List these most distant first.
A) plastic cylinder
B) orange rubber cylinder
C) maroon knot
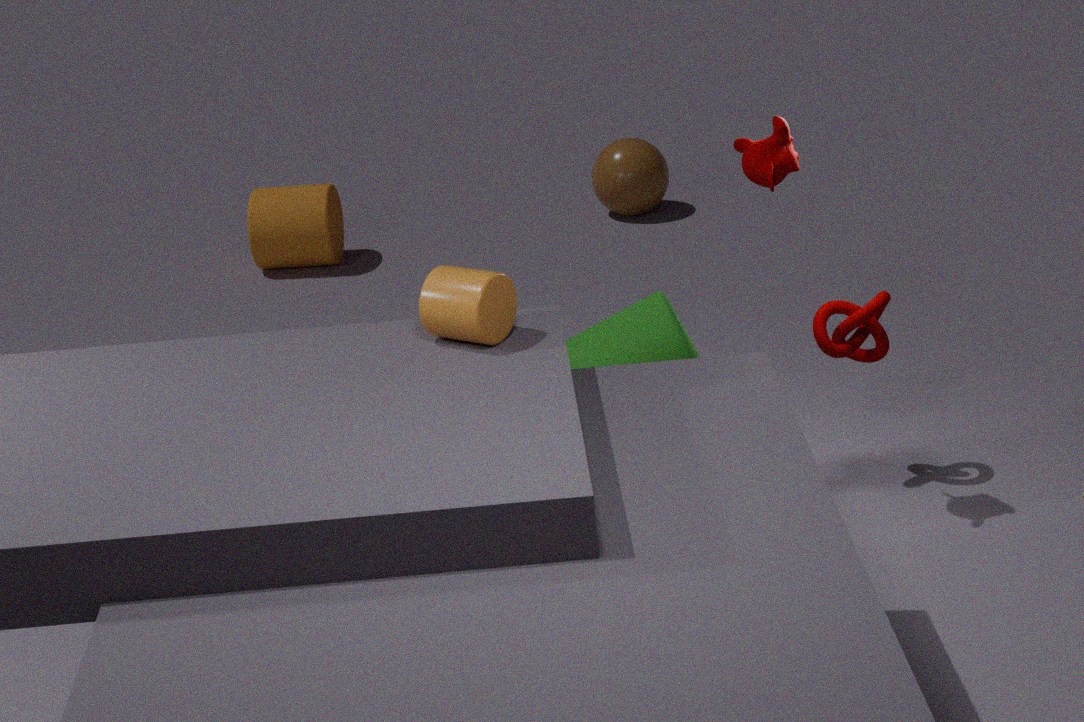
1. orange rubber cylinder
2. maroon knot
3. plastic cylinder
